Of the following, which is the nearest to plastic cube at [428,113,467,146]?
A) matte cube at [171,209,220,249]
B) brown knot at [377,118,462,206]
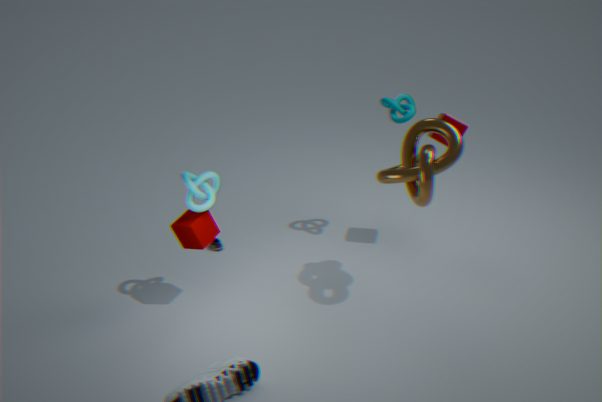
brown knot at [377,118,462,206]
